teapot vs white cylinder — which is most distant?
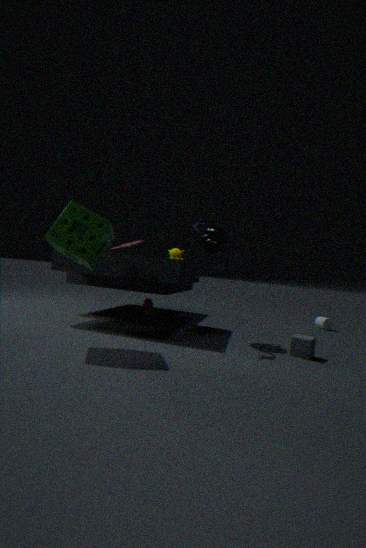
white cylinder
